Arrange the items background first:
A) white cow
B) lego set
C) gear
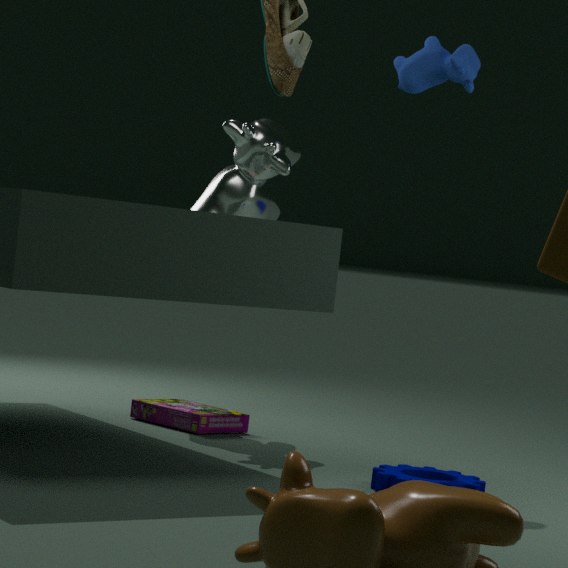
lego set
white cow
gear
